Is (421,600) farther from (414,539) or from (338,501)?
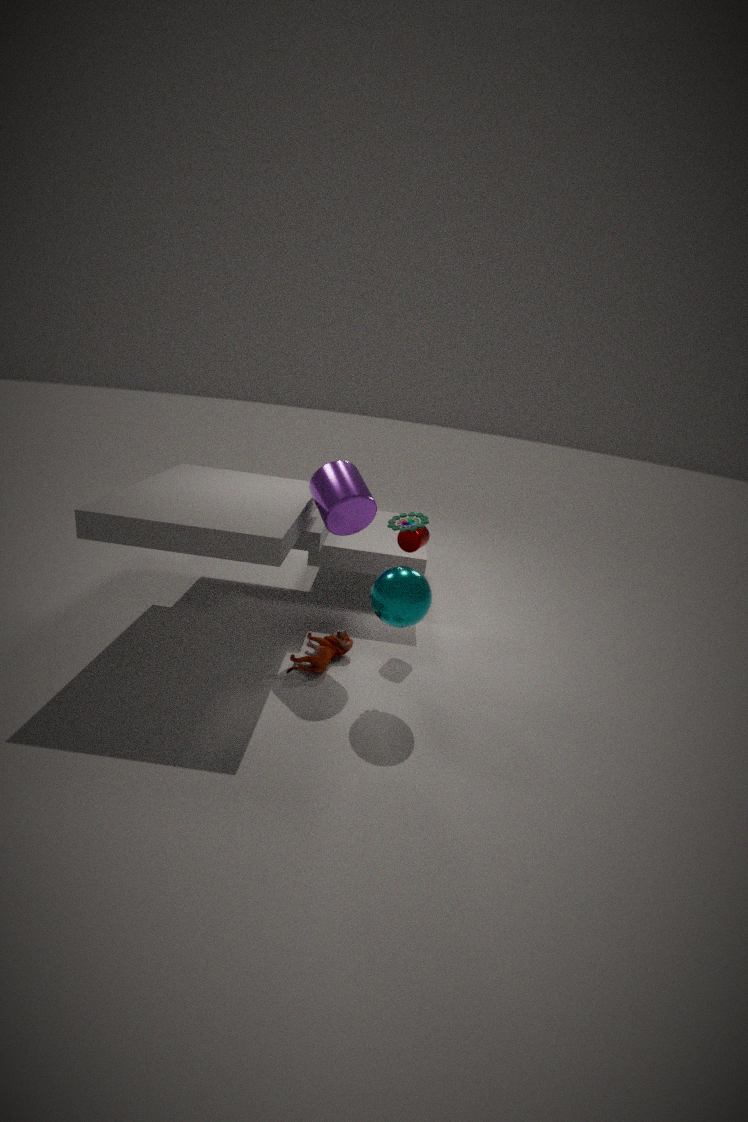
(338,501)
